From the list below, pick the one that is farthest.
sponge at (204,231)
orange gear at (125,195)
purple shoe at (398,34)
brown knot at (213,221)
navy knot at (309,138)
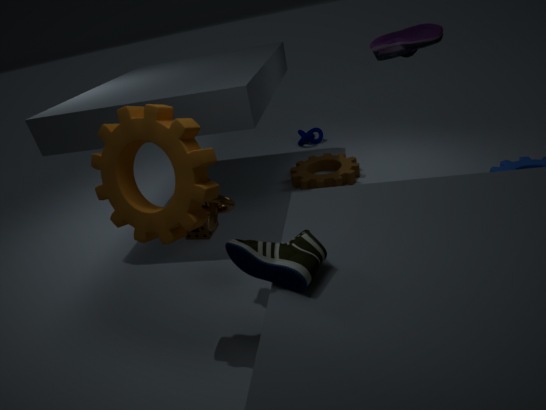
navy knot at (309,138)
